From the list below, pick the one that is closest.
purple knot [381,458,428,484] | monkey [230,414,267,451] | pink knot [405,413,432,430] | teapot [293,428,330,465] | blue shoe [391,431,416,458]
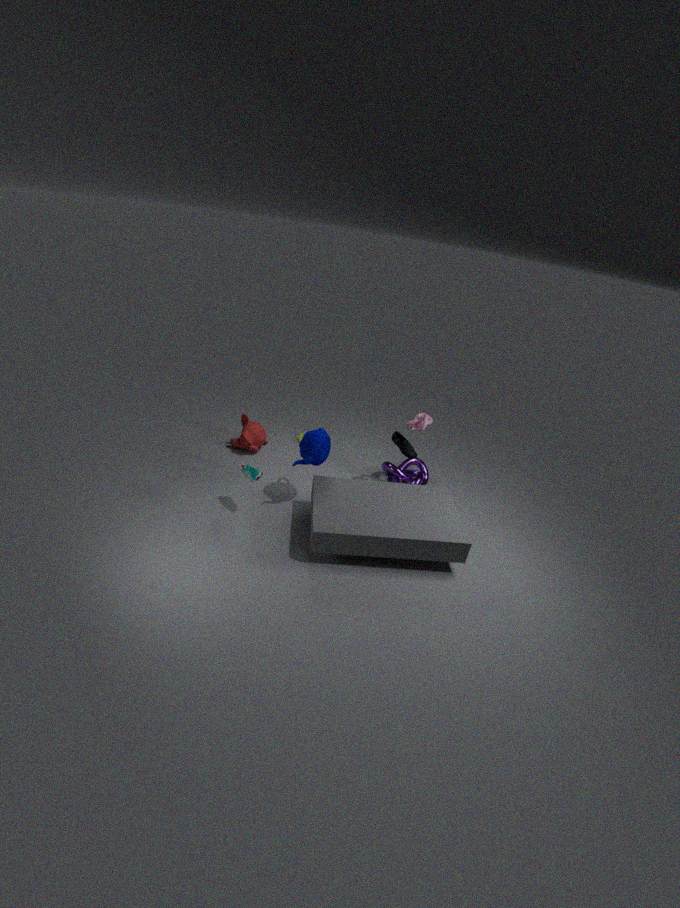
teapot [293,428,330,465]
